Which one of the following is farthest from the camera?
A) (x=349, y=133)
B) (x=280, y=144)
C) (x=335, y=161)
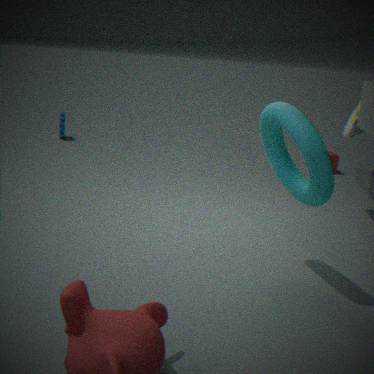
(x=335, y=161)
